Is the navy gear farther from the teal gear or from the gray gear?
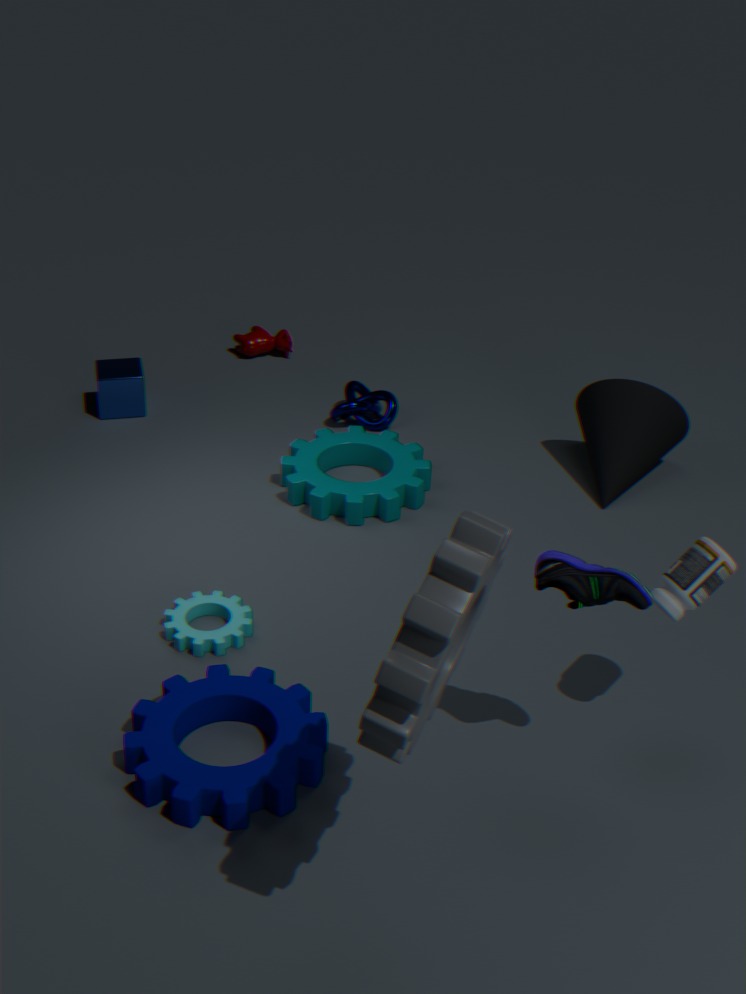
the teal gear
